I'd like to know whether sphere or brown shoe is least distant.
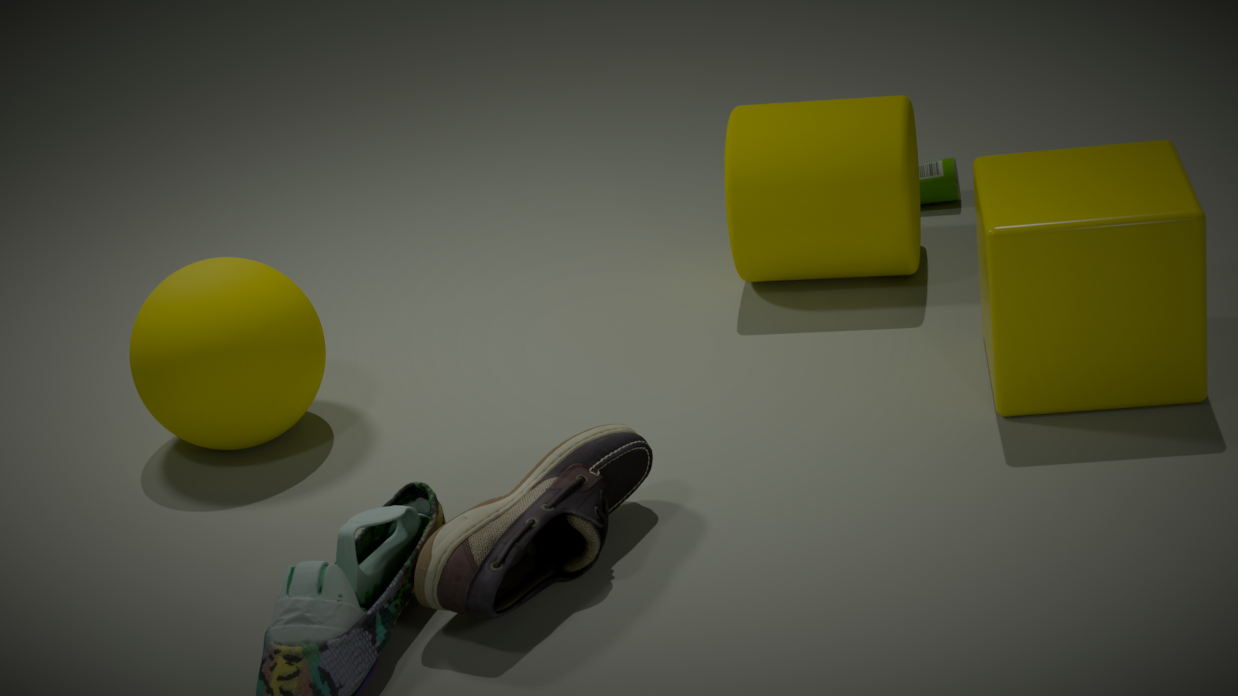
brown shoe
